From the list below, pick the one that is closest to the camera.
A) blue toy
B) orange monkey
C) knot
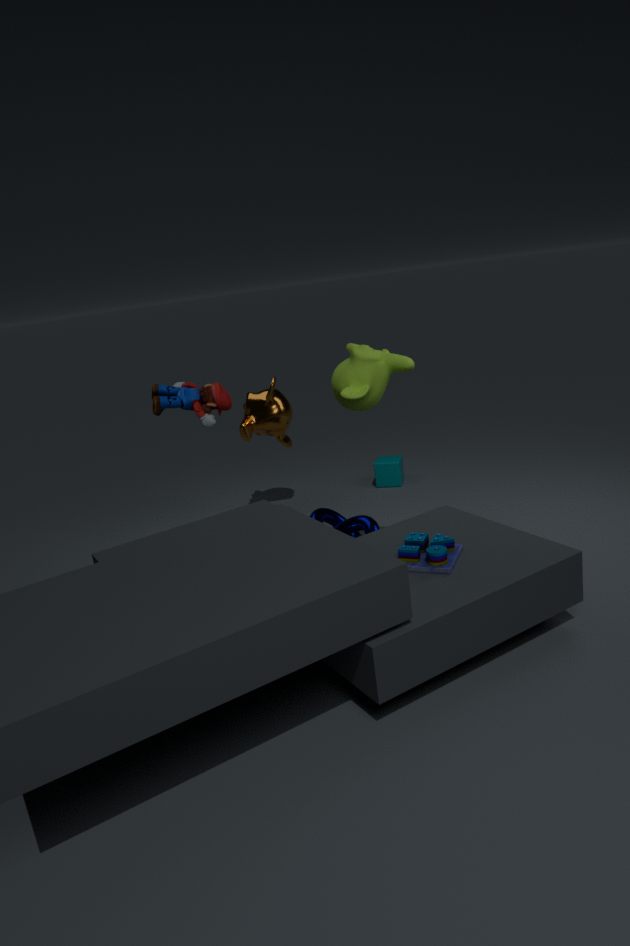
blue toy
